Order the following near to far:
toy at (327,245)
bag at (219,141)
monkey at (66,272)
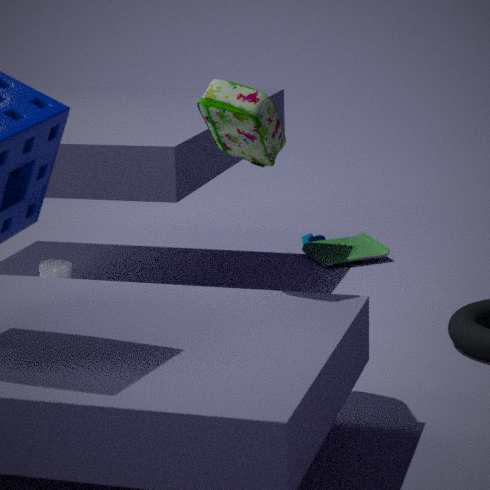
bag at (219,141)
monkey at (66,272)
toy at (327,245)
